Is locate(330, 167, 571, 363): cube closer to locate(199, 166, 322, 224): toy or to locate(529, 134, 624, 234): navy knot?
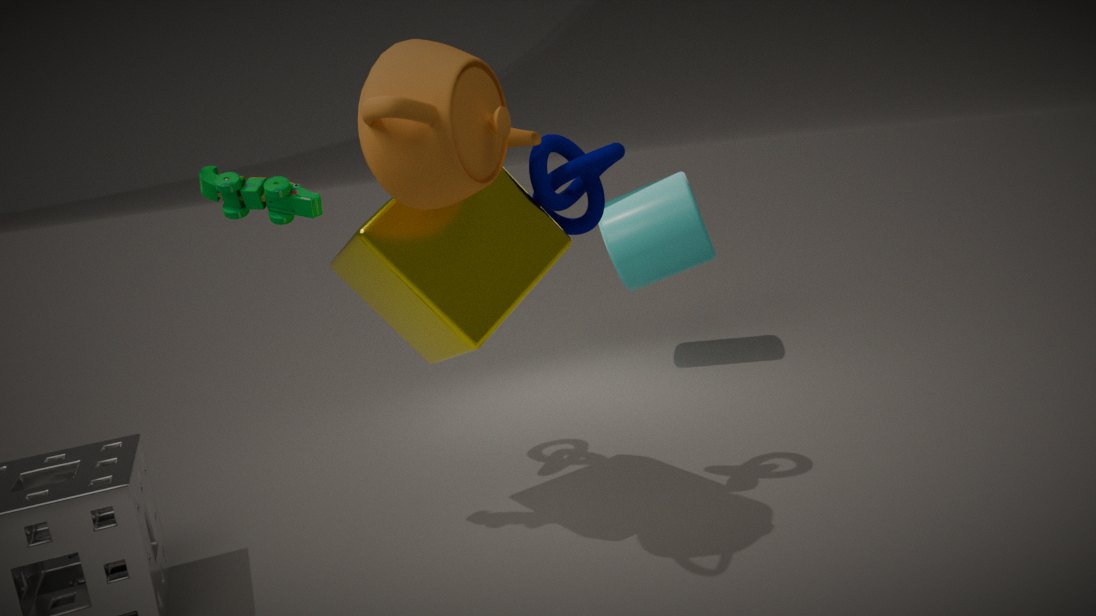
locate(529, 134, 624, 234): navy knot
